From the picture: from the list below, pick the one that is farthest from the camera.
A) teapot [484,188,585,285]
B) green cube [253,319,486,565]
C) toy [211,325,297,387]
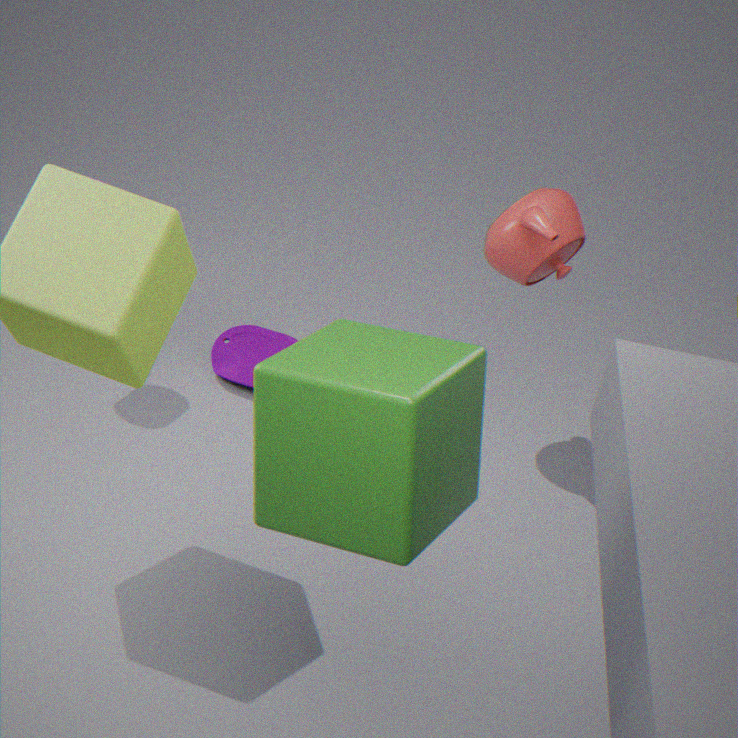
toy [211,325,297,387]
